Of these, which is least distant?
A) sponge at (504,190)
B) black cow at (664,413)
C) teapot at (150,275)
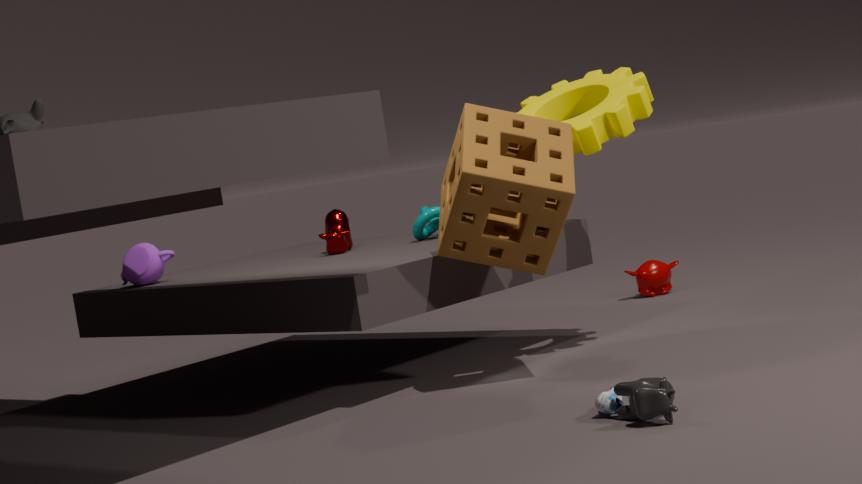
black cow at (664,413)
